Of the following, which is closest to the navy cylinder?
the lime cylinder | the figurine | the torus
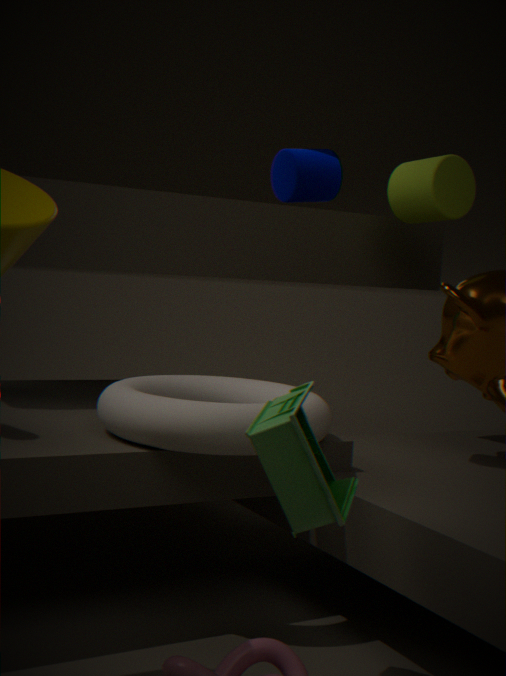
the lime cylinder
